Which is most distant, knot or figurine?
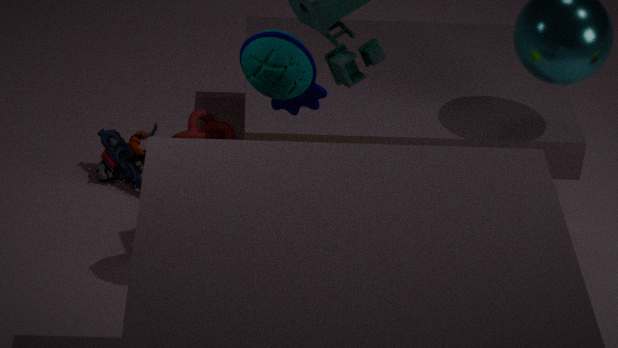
knot
